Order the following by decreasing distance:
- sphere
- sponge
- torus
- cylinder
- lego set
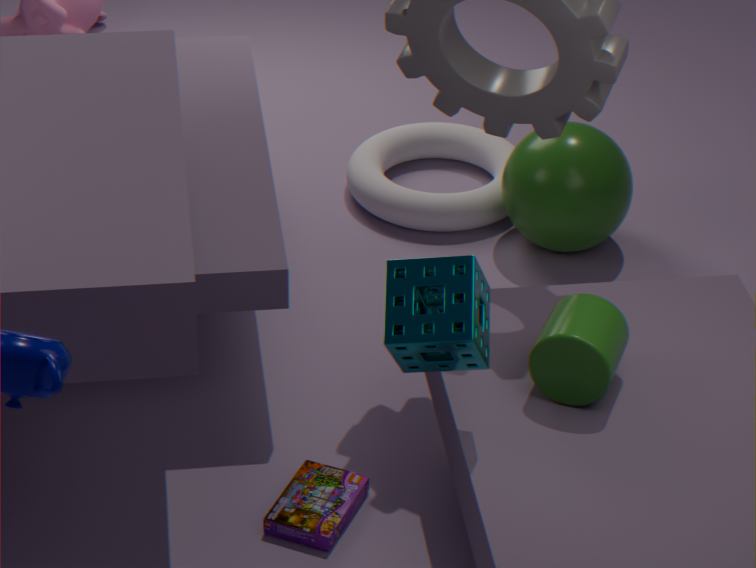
torus
sphere
lego set
cylinder
sponge
